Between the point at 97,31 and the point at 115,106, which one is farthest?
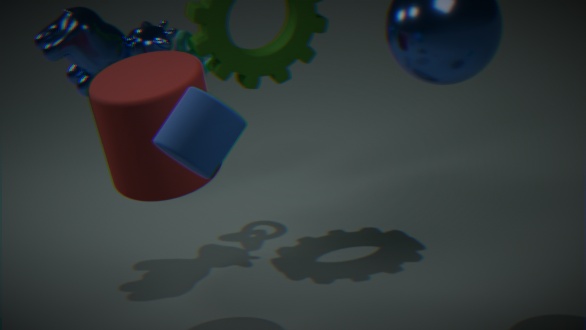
the point at 97,31
